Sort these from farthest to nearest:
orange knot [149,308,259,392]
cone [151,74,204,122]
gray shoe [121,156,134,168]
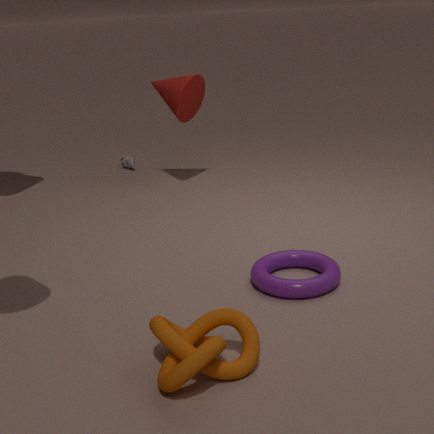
gray shoe [121,156,134,168], cone [151,74,204,122], orange knot [149,308,259,392]
